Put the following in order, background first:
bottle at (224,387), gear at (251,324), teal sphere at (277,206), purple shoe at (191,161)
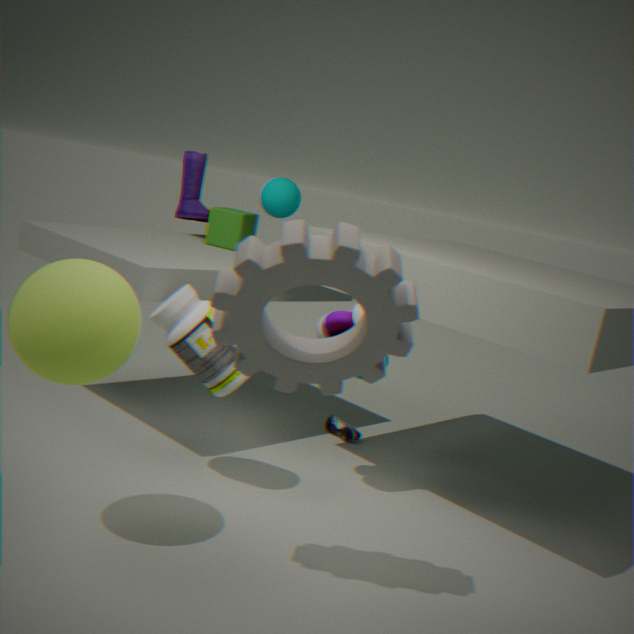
purple shoe at (191,161) < teal sphere at (277,206) < bottle at (224,387) < gear at (251,324)
